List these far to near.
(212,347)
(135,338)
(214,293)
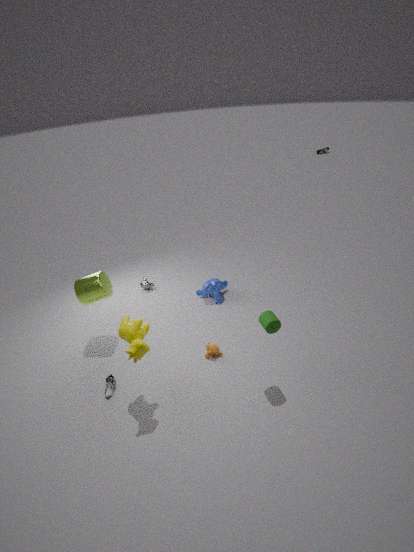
(214,293), (212,347), (135,338)
